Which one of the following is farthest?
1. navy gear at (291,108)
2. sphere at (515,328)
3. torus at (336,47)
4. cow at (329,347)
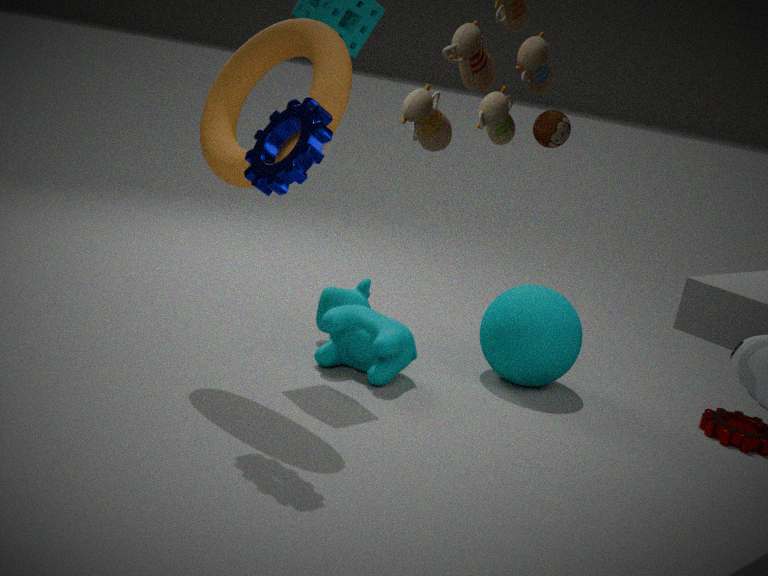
sphere at (515,328)
